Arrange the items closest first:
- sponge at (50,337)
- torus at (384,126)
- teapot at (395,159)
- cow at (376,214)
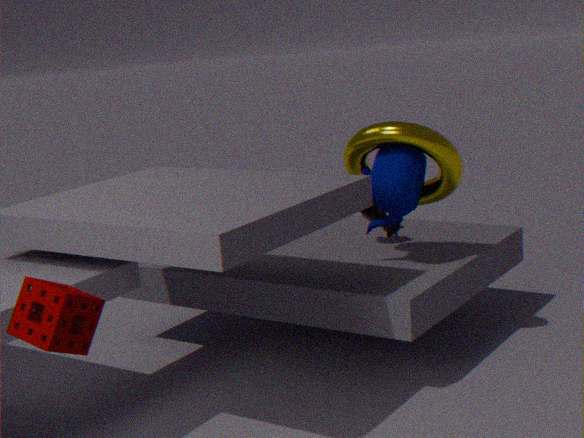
1. sponge at (50,337)
2. torus at (384,126)
3. teapot at (395,159)
4. cow at (376,214)
